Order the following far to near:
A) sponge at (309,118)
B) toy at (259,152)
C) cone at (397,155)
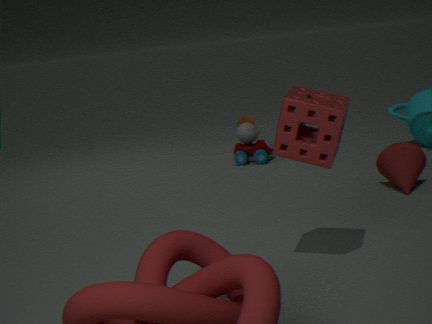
1. toy at (259,152)
2. cone at (397,155)
3. sponge at (309,118)
